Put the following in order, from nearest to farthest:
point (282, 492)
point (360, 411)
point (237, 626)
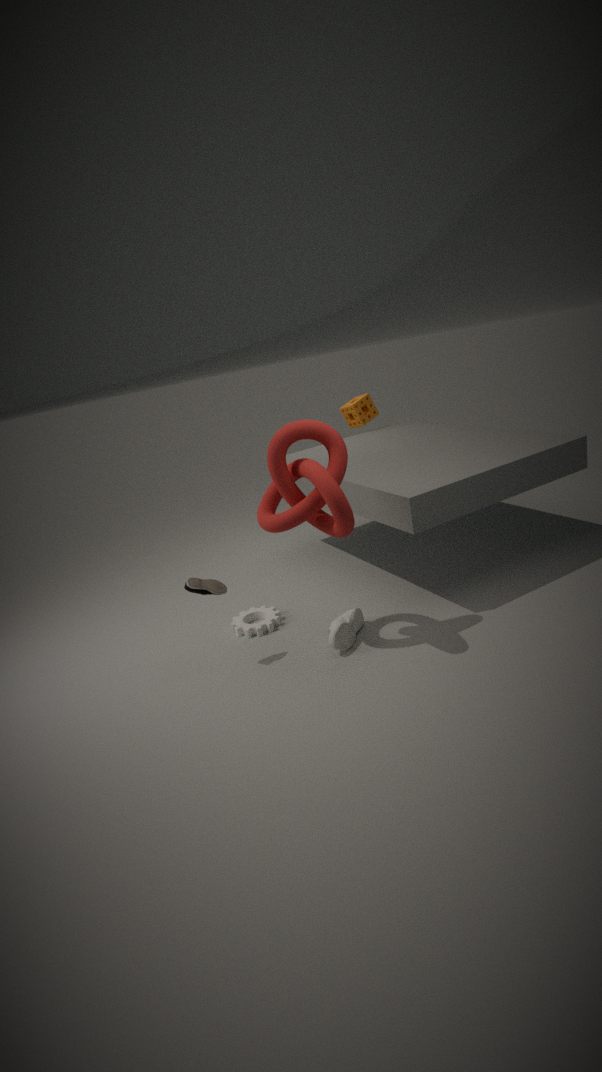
point (282, 492), point (237, 626), point (360, 411)
